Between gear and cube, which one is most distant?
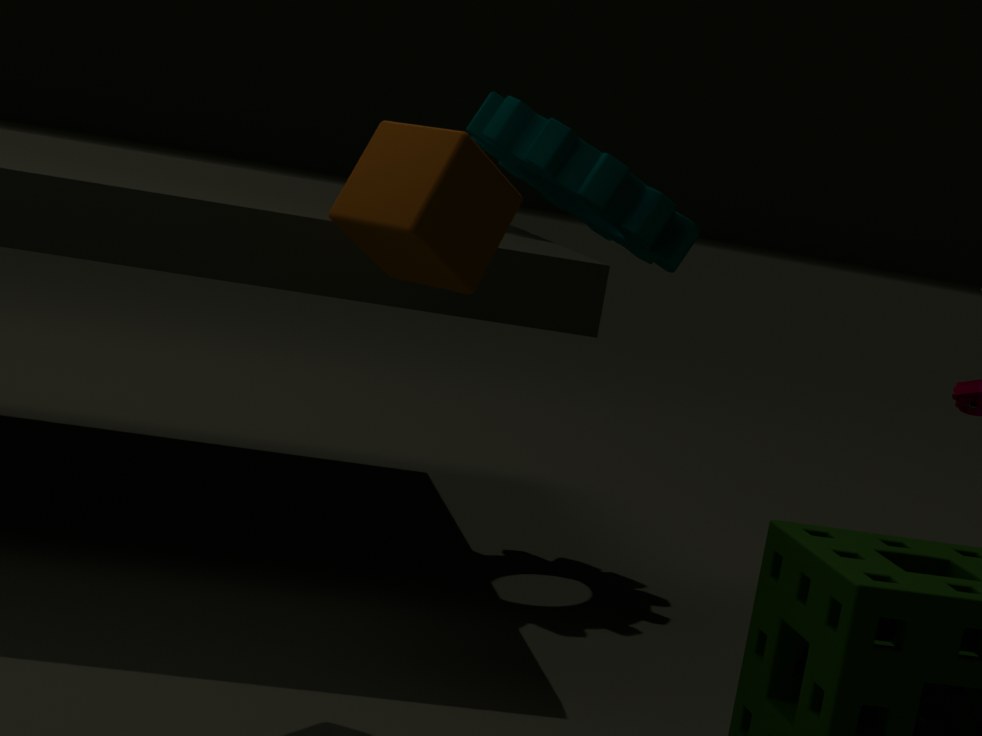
gear
